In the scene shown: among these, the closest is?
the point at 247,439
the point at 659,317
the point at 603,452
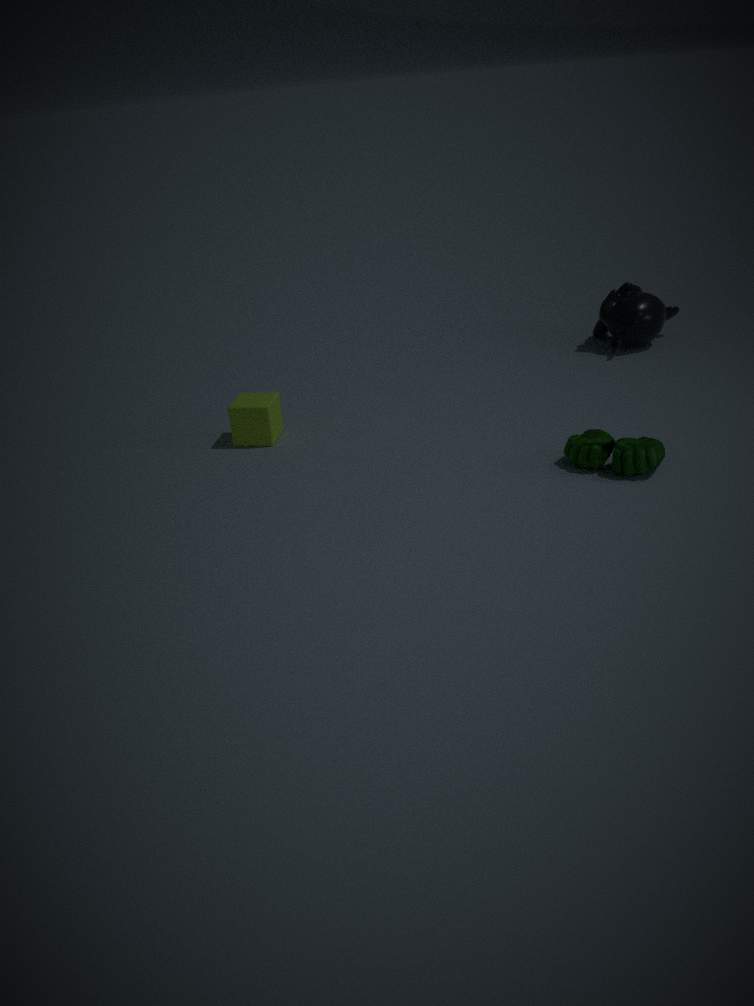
the point at 603,452
